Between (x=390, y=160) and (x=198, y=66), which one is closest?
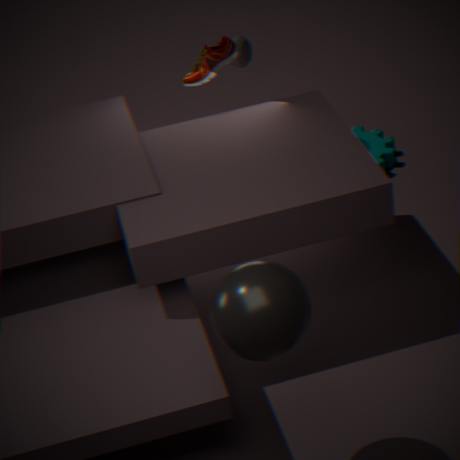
(x=198, y=66)
